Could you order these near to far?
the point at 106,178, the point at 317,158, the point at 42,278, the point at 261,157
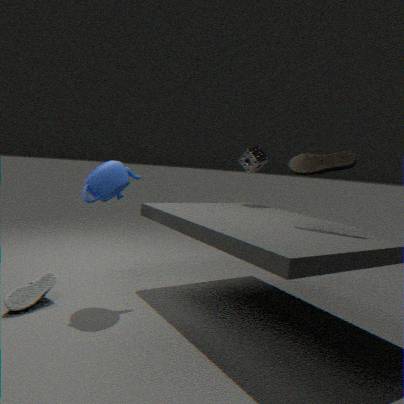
the point at 106,178 < the point at 42,278 < the point at 317,158 < the point at 261,157
